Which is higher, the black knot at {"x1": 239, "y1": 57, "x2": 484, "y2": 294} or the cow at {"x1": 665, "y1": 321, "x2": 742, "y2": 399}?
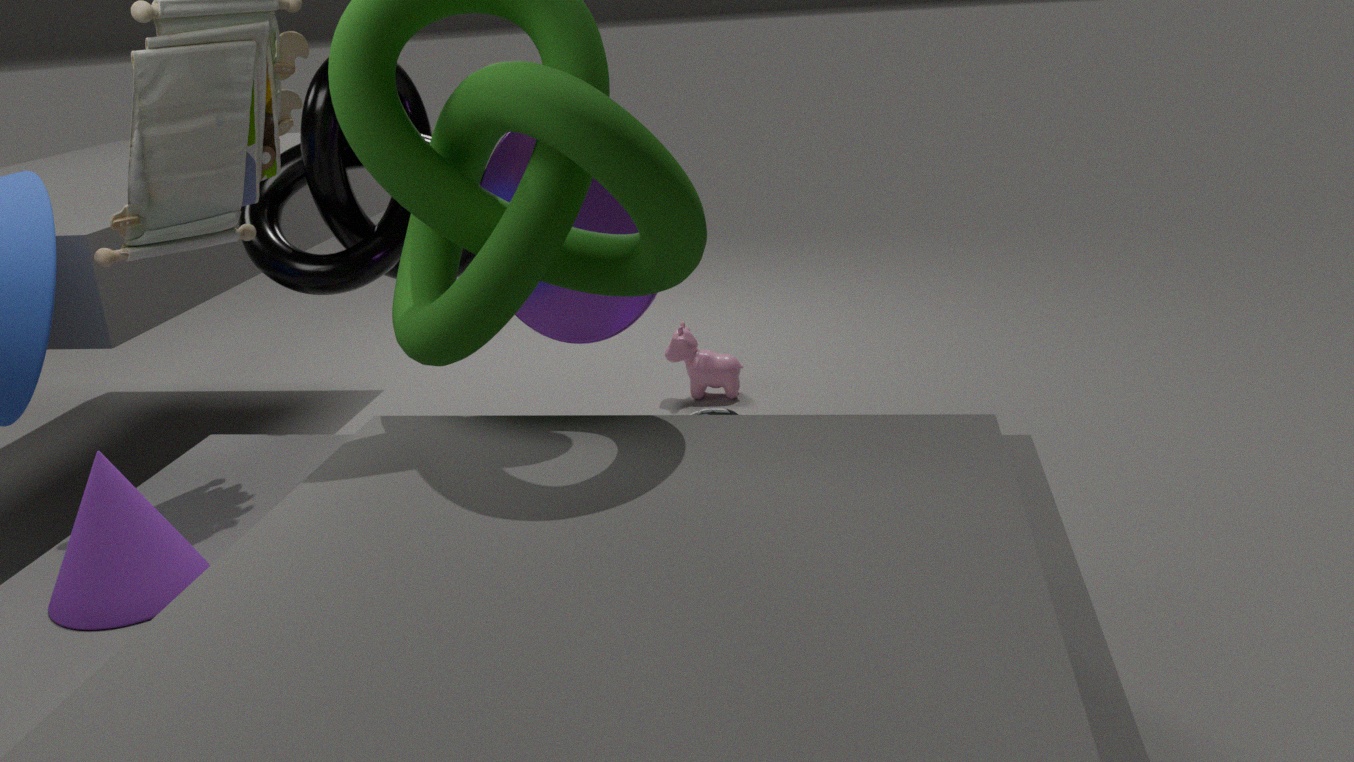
the black knot at {"x1": 239, "y1": 57, "x2": 484, "y2": 294}
